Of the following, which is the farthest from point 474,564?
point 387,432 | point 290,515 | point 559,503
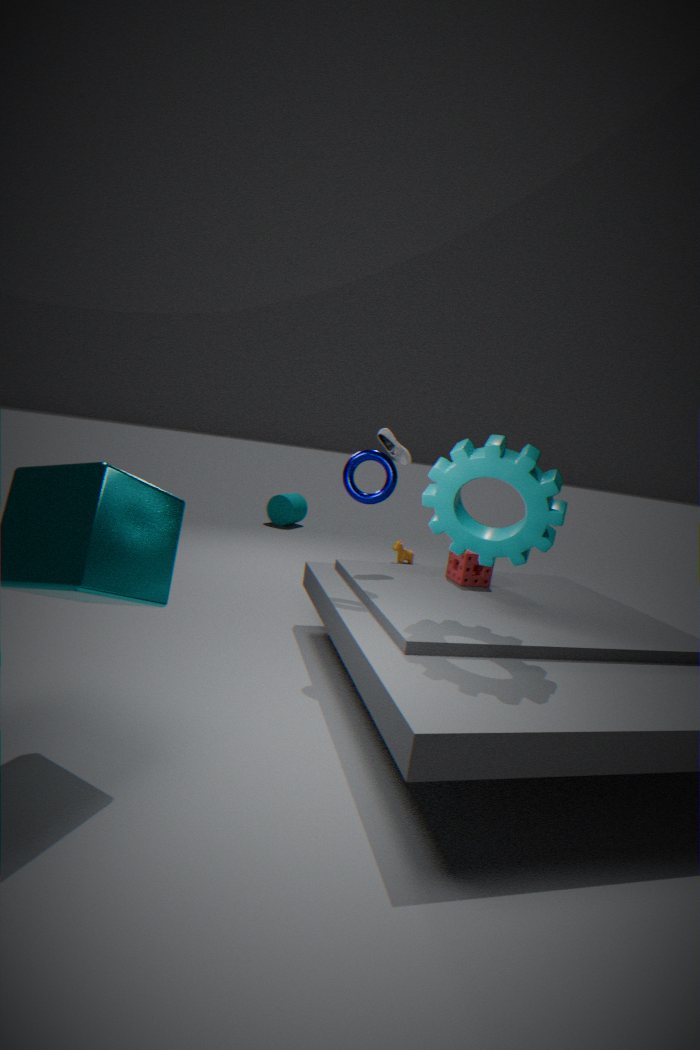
point 290,515
